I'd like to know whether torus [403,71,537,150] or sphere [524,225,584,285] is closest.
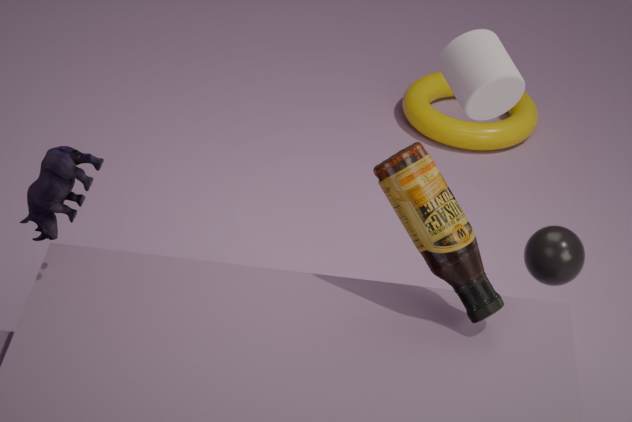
sphere [524,225,584,285]
